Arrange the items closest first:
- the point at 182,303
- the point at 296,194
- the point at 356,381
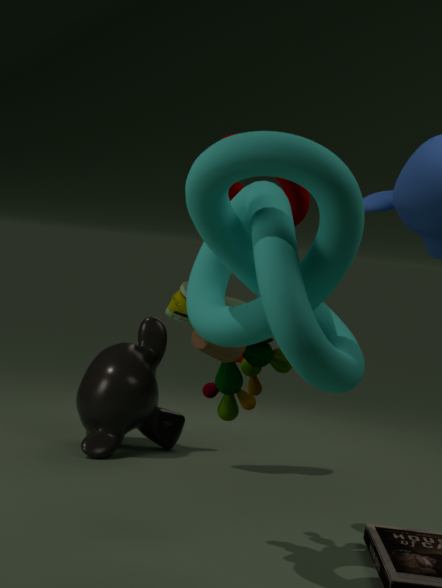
the point at 356,381, the point at 296,194, the point at 182,303
